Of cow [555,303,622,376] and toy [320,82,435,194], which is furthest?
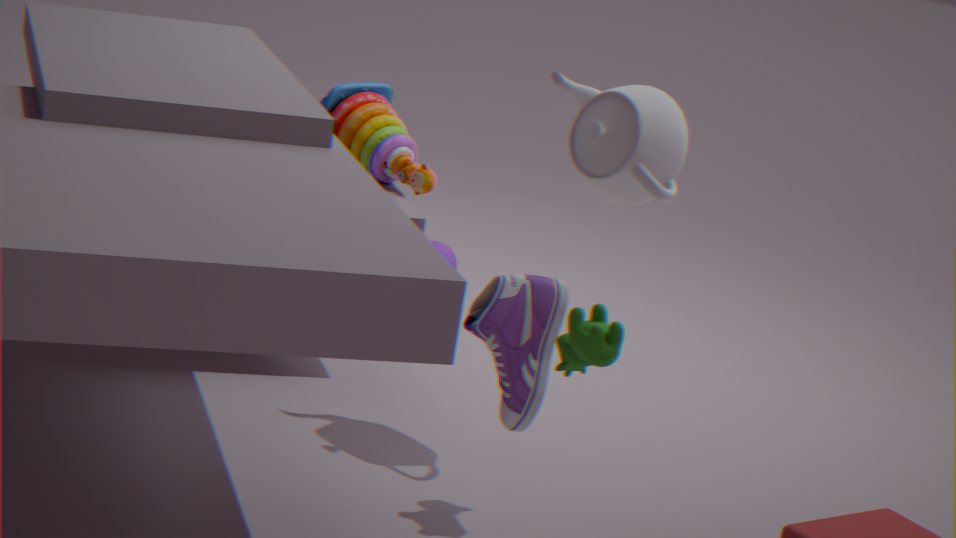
toy [320,82,435,194]
